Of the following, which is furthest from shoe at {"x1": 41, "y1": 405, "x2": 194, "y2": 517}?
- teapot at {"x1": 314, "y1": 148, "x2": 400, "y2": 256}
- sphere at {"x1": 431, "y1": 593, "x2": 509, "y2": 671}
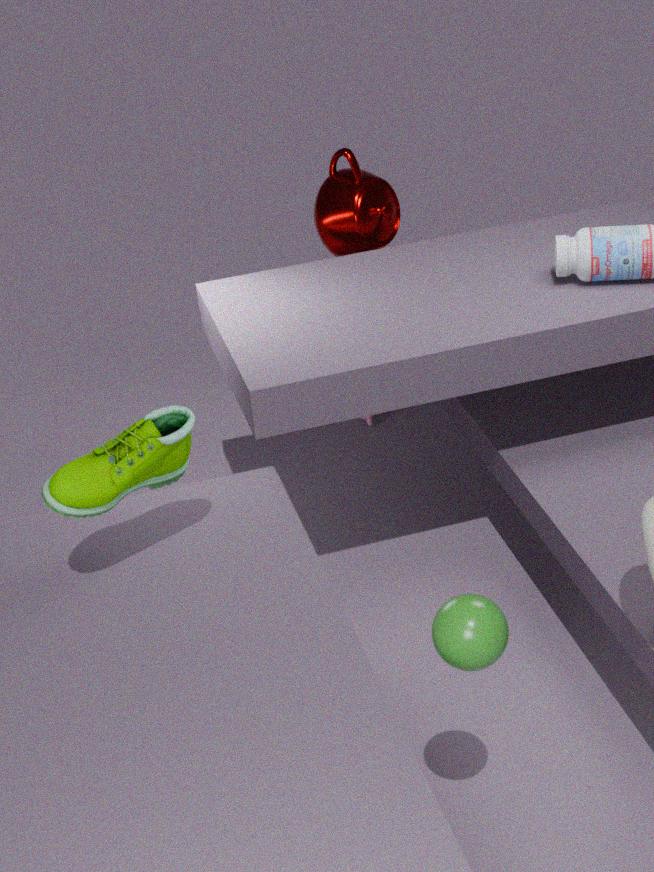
teapot at {"x1": 314, "y1": 148, "x2": 400, "y2": 256}
